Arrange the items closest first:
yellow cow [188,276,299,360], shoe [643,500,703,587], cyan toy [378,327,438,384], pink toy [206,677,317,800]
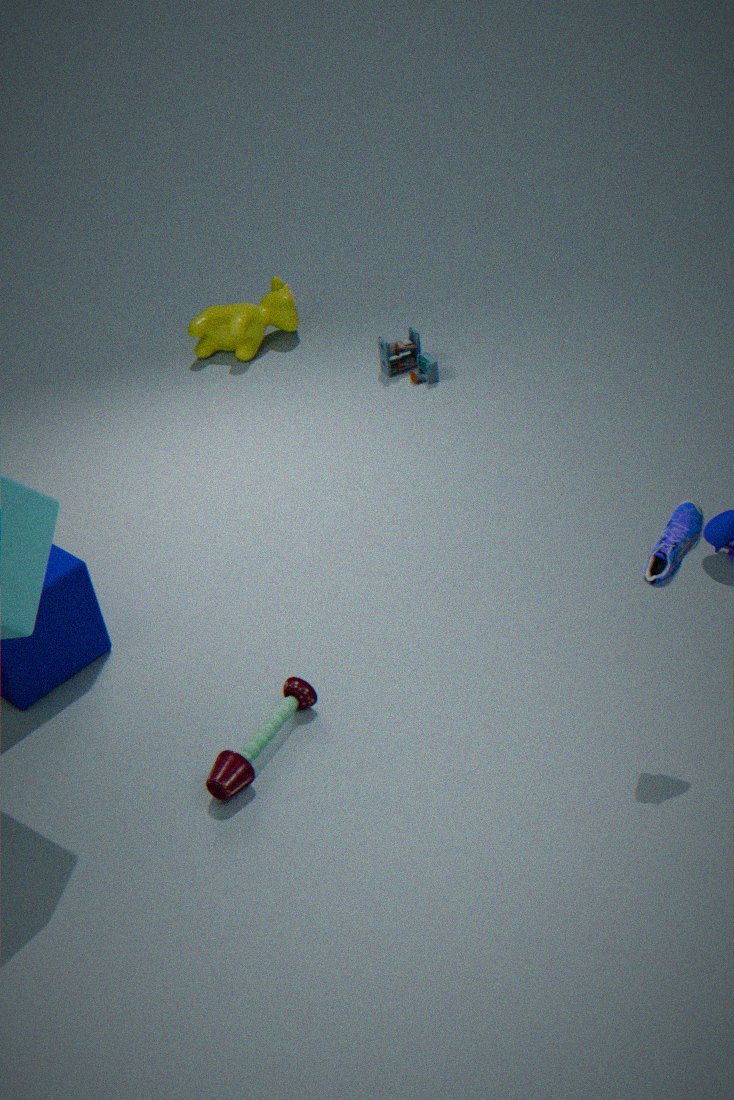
shoe [643,500,703,587]
pink toy [206,677,317,800]
cyan toy [378,327,438,384]
yellow cow [188,276,299,360]
